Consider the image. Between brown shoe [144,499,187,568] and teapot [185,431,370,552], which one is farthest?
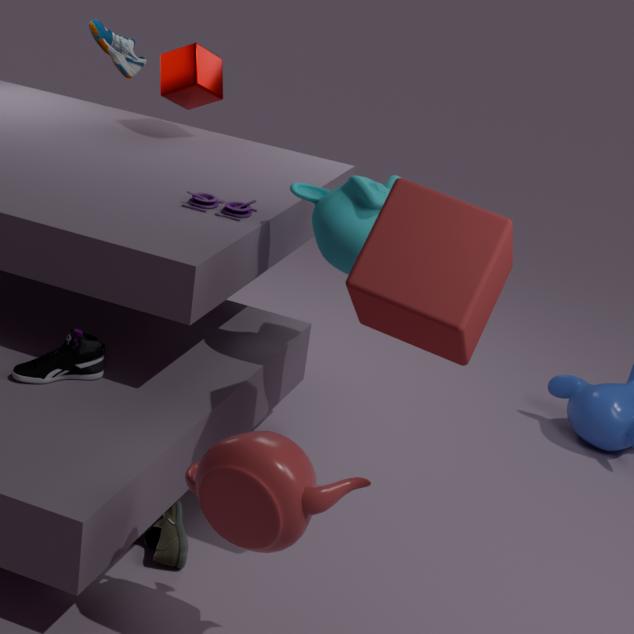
brown shoe [144,499,187,568]
